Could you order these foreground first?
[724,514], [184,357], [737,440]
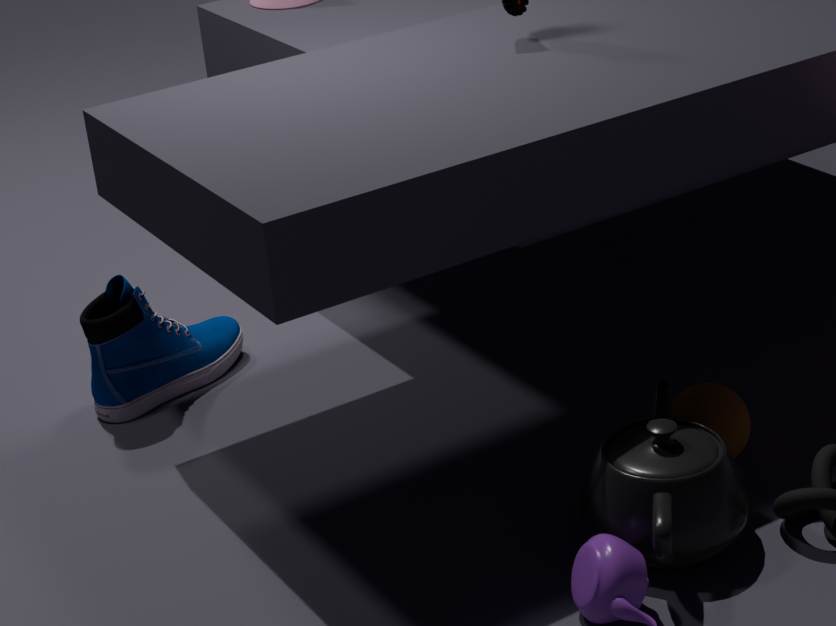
1. [724,514]
2. [737,440]
3. [184,357]
